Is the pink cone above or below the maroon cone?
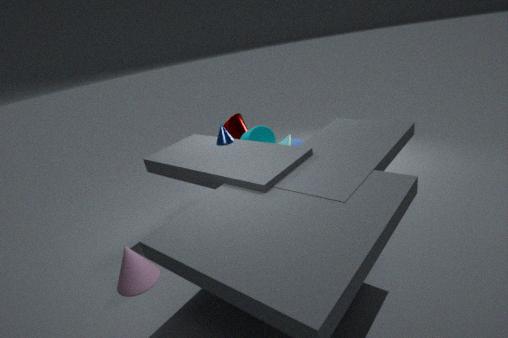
below
